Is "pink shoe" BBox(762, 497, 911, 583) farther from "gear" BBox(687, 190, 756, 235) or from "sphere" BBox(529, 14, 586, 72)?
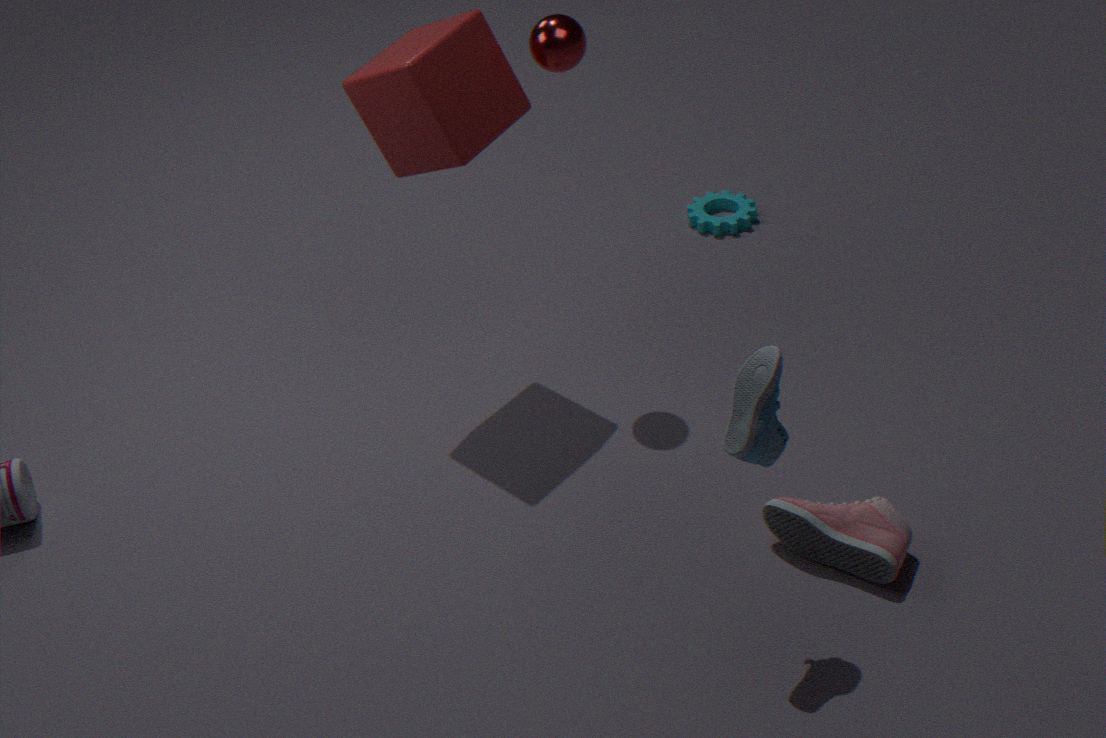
"gear" BBox(687, 190, 756, 235)
